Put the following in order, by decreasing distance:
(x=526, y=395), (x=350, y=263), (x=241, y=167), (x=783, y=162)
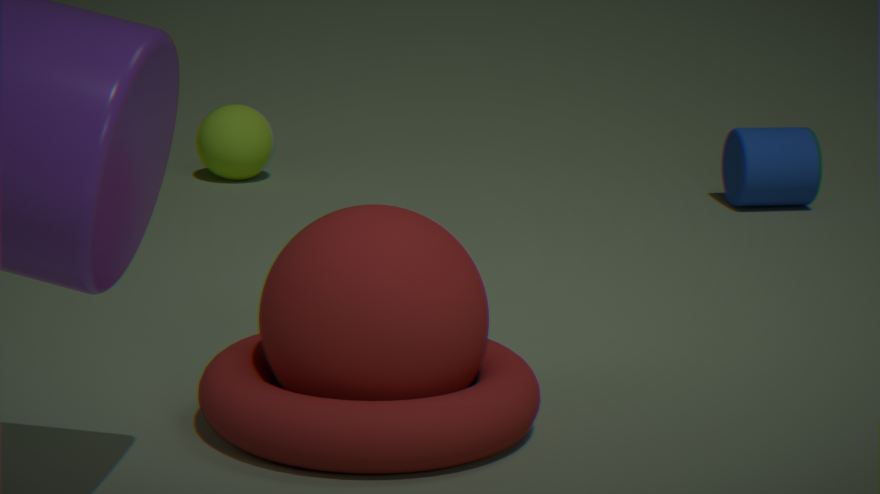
(x=241, y=167) < (x=783, y=162) < (x=526, y=395) < (x=350, y=263)
